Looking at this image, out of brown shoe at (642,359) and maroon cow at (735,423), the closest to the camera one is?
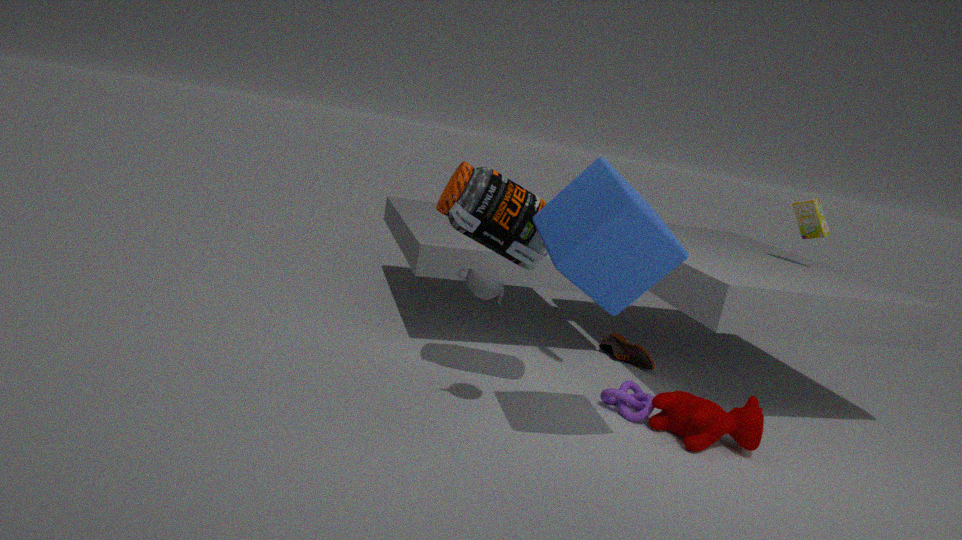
maroon cow at (735,423)
